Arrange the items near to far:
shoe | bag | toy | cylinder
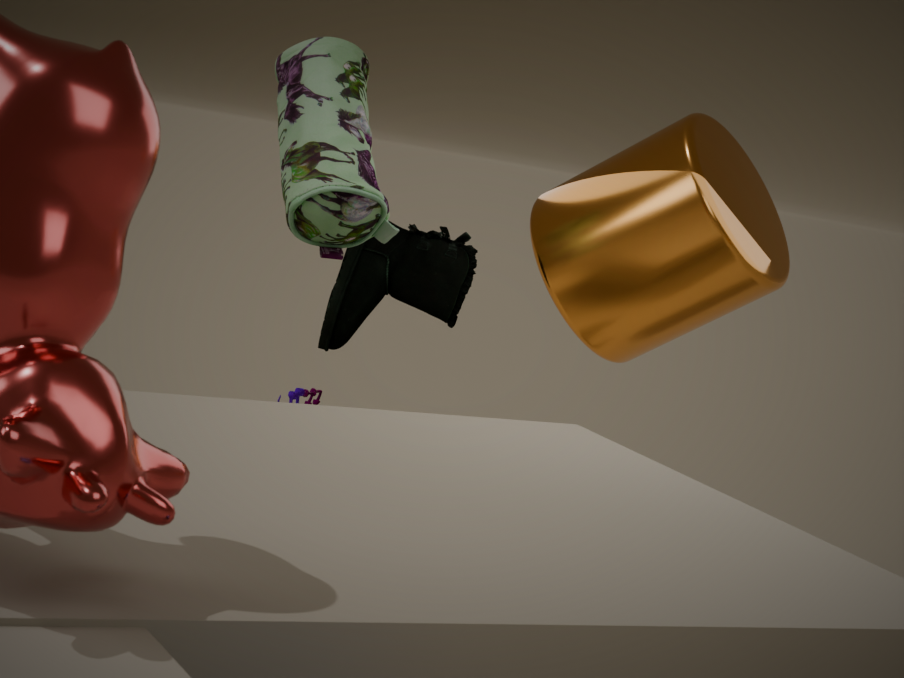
bag → cylinder → shoe → toy
